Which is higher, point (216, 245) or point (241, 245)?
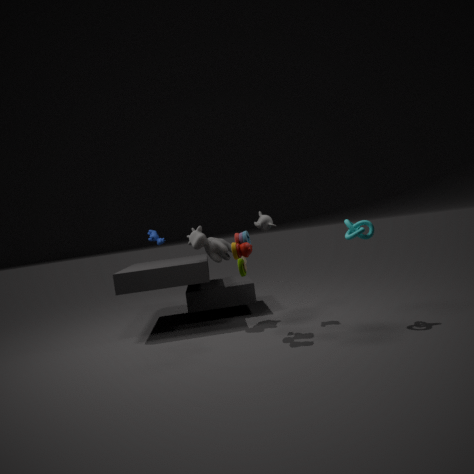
point (216, 245)
